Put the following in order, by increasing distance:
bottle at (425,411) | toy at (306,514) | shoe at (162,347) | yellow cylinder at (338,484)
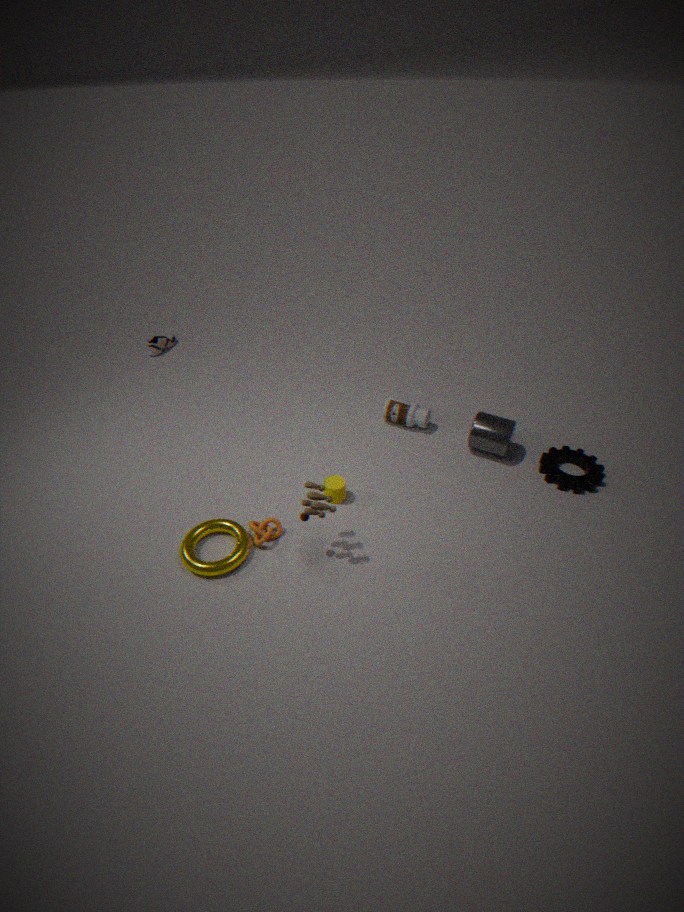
toy at (306,514) → yellow cylinder at (338,484) → bottle at (425,411) → shoe at (162,347)
